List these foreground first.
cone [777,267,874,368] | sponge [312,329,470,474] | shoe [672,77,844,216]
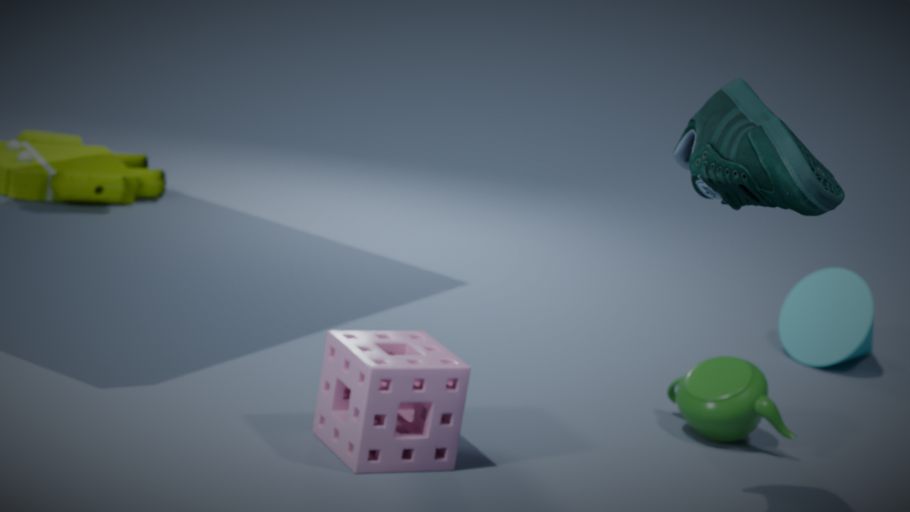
shoe [672,77,844,216] < sponge [312,329,470,474] < cone [777,267,874,368]
